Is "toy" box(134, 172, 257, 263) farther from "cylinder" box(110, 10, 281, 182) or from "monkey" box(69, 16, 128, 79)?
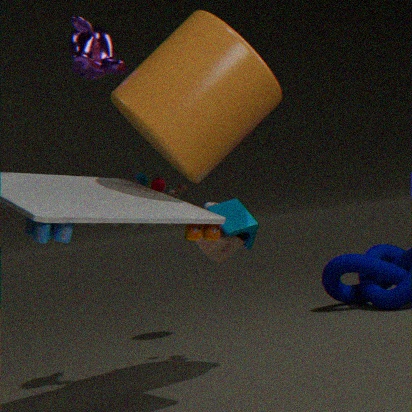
"monkey" box(69, 16, 128, 79)
